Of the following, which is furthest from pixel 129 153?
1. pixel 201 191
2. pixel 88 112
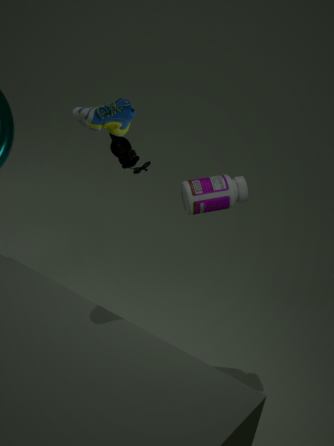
pixel 88 112
